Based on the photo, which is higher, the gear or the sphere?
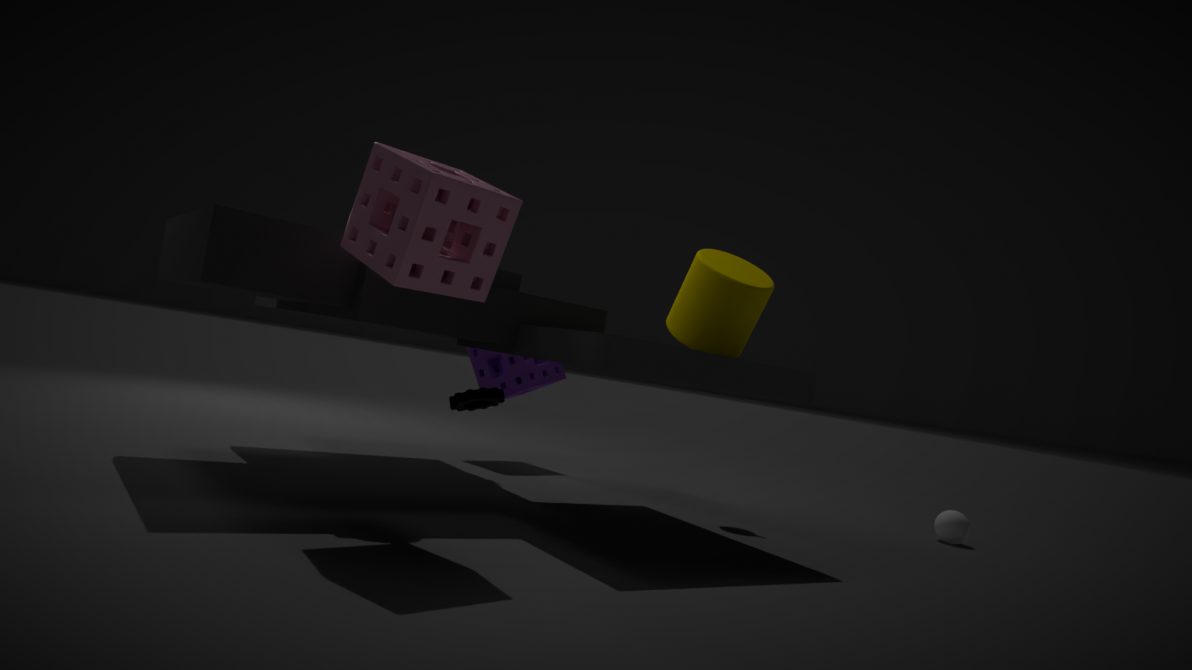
the gear
